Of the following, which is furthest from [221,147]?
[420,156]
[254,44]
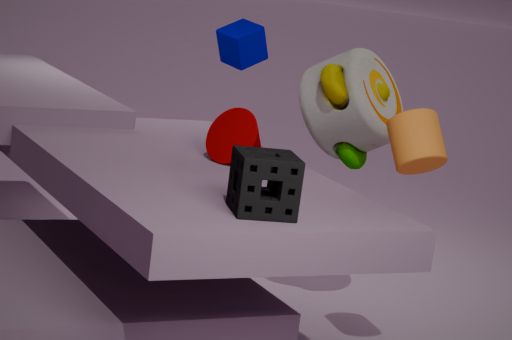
[254,44]
